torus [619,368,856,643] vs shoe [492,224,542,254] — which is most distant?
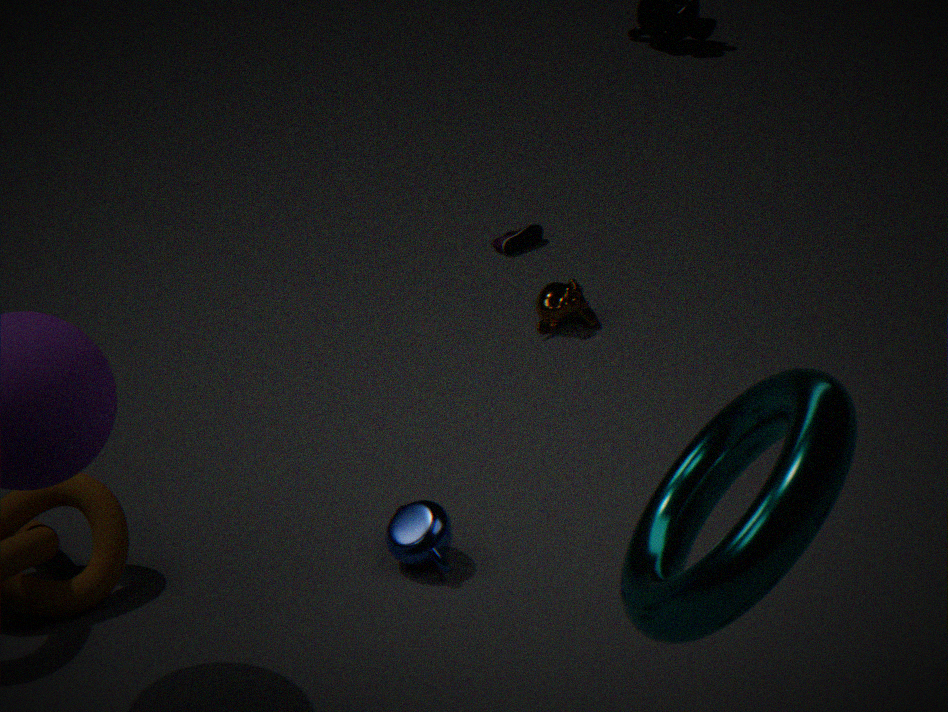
shoe [492,224,542,254]
